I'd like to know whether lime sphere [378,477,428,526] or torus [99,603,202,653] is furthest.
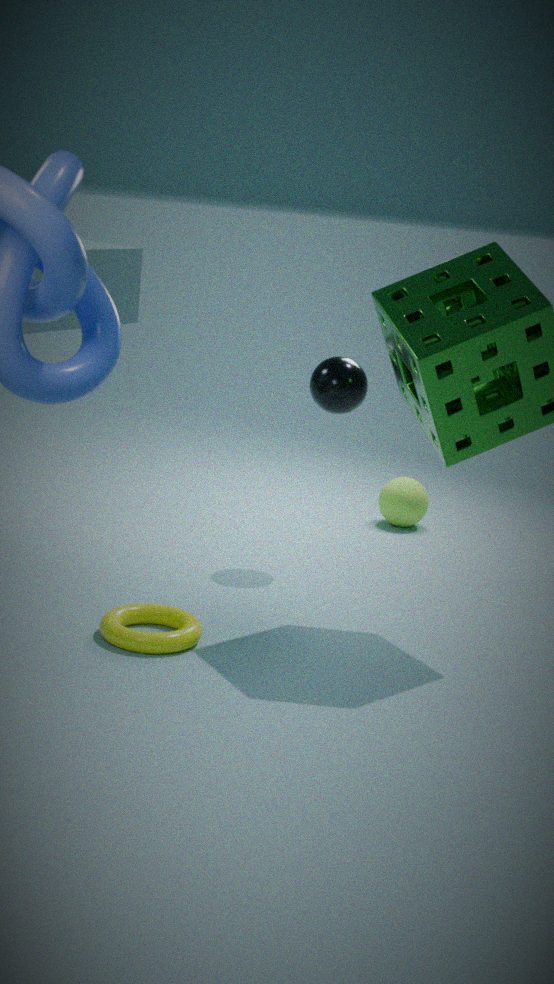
lime sphere [378,477,428,526]
